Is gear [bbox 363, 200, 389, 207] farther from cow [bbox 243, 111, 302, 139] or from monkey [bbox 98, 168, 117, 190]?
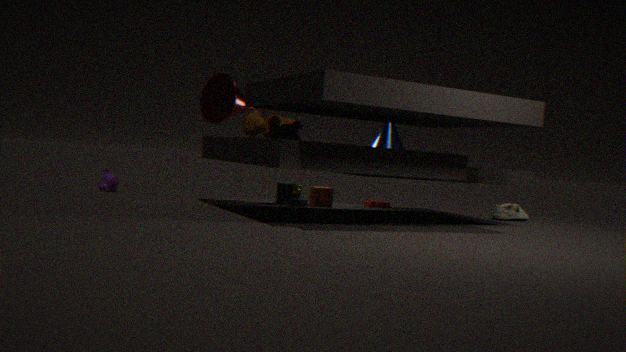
monkey [bbox 98, 168, 117, 190]
